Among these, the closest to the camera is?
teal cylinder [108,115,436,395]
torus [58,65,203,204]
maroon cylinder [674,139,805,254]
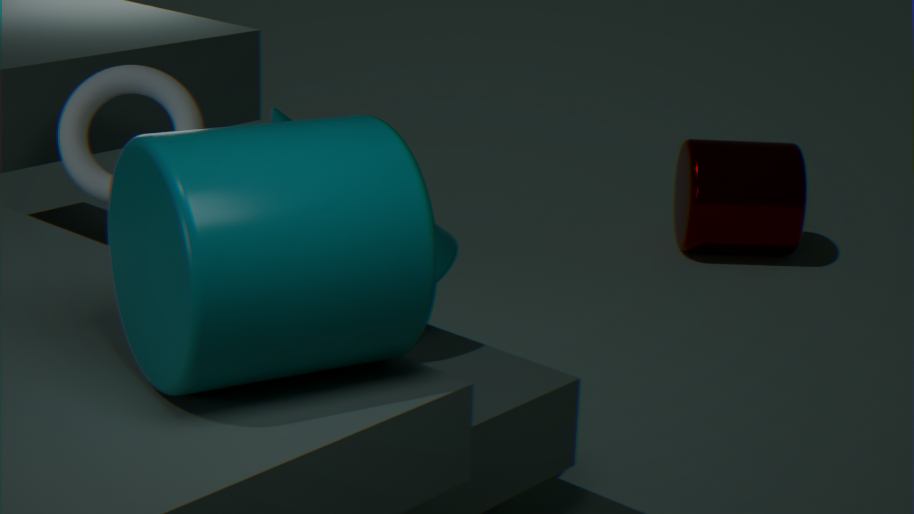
teal cylinder [108,115,436,395]
